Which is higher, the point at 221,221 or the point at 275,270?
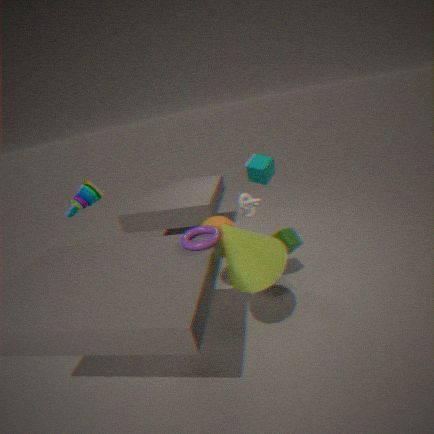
the point at 275,270
